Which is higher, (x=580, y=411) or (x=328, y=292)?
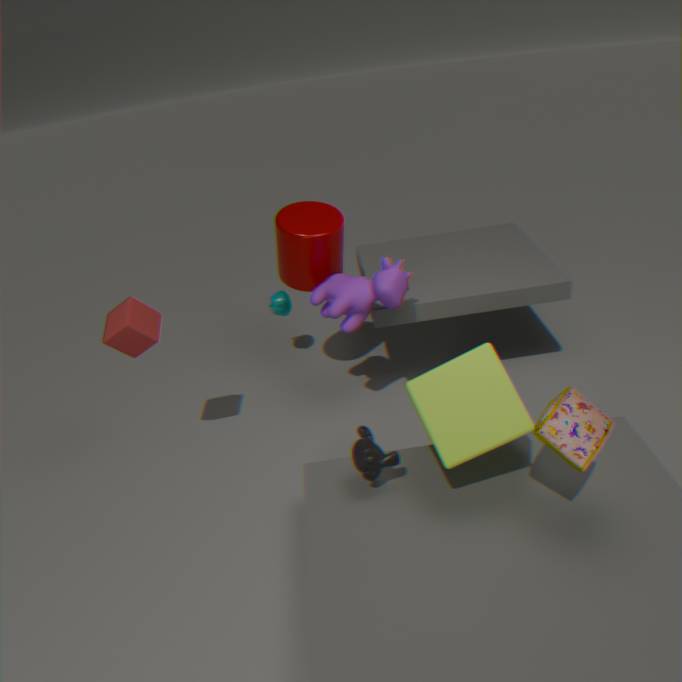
(x=328, y=292)
